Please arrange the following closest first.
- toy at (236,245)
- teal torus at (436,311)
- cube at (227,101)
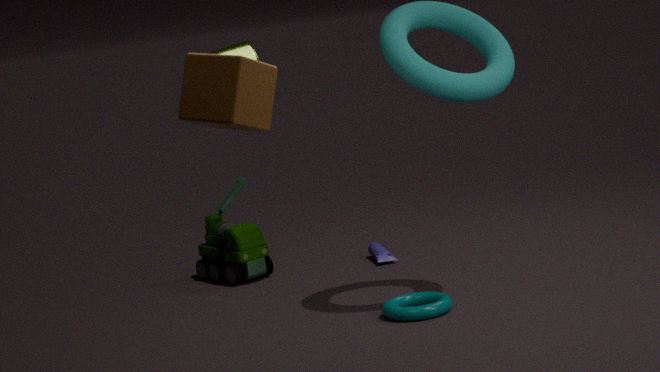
cube at (227,101) → teal torus at (436,311) → toy at (236,245)
